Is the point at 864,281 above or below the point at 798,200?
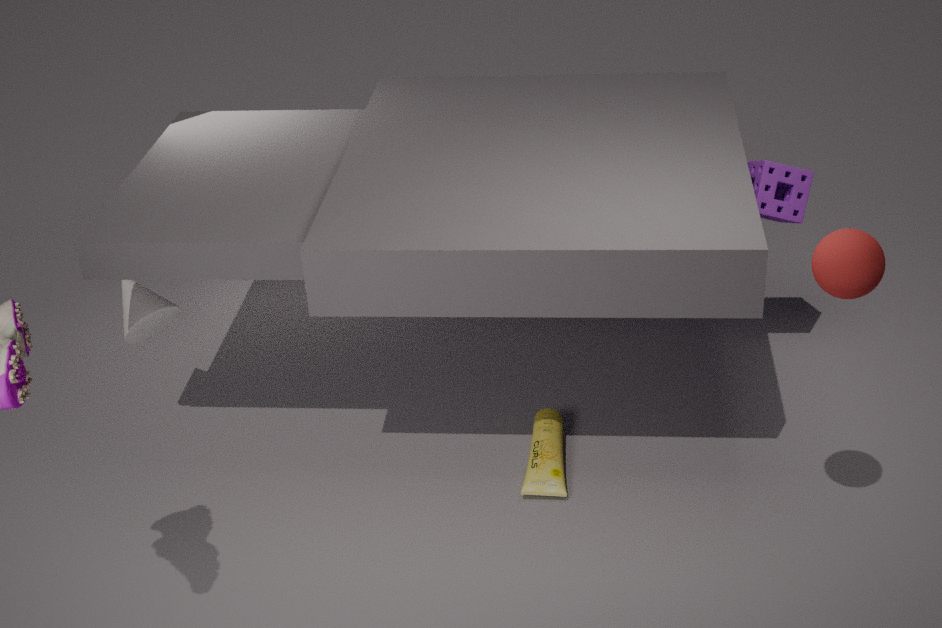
above
